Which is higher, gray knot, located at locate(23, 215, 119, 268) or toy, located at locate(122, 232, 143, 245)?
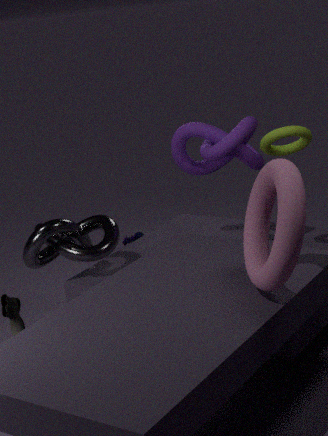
gray knot, located at locate(23, 215, 119, 268)
